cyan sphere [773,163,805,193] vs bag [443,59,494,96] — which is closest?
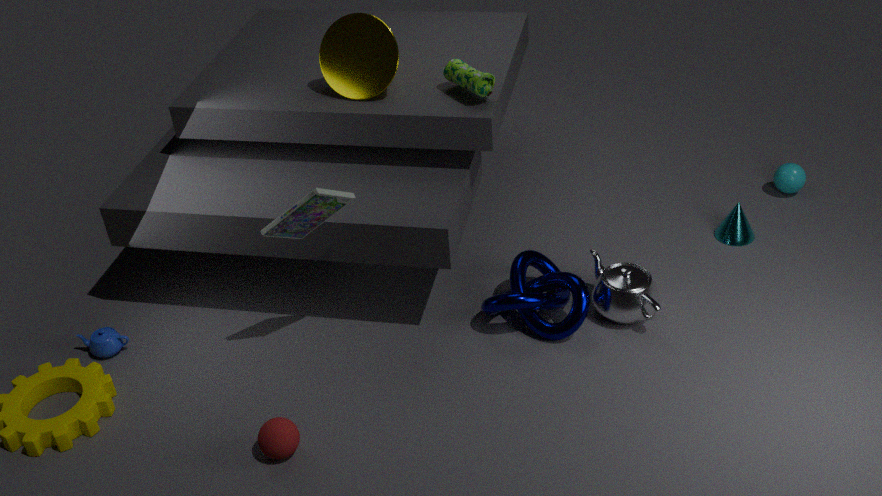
bag [443,59,494,96]
